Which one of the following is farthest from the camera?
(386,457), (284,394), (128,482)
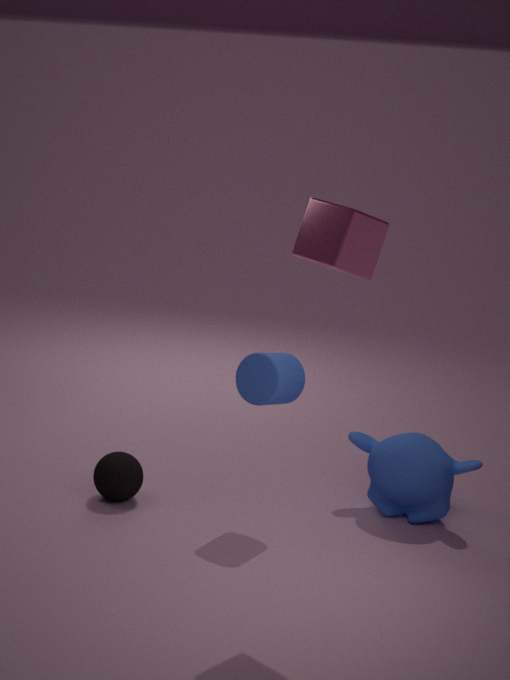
(128,482)
